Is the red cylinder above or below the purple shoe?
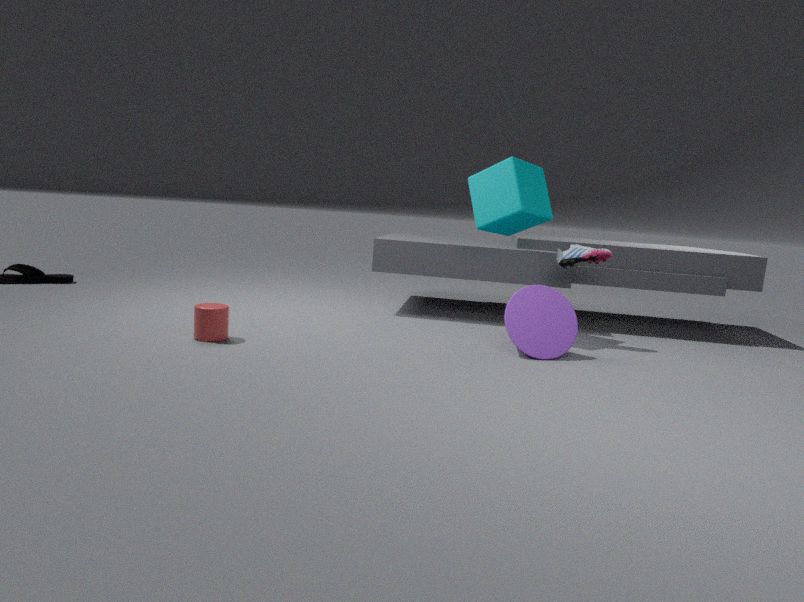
below
